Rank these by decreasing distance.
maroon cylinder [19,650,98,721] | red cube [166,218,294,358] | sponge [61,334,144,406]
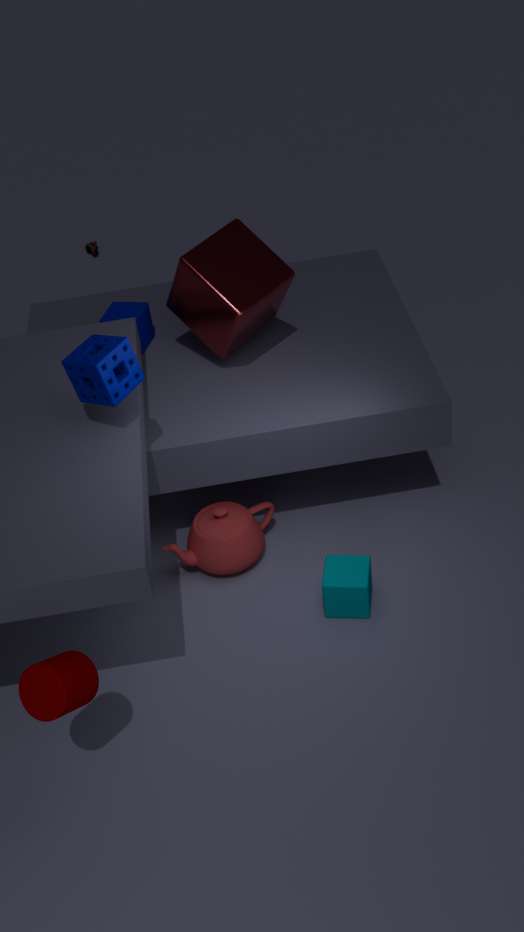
red cube [166,218,294,358], sponge [61,334,144,406], maroon cylinder [19,650,98,721]
